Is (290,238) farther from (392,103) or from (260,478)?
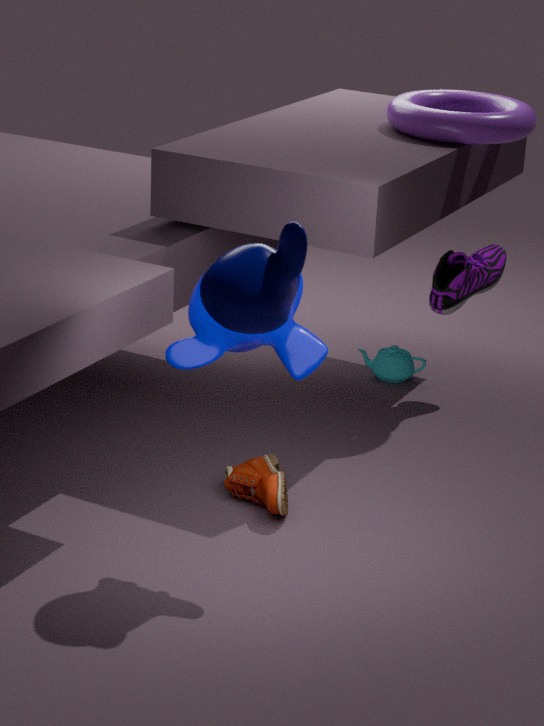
(392,103)
